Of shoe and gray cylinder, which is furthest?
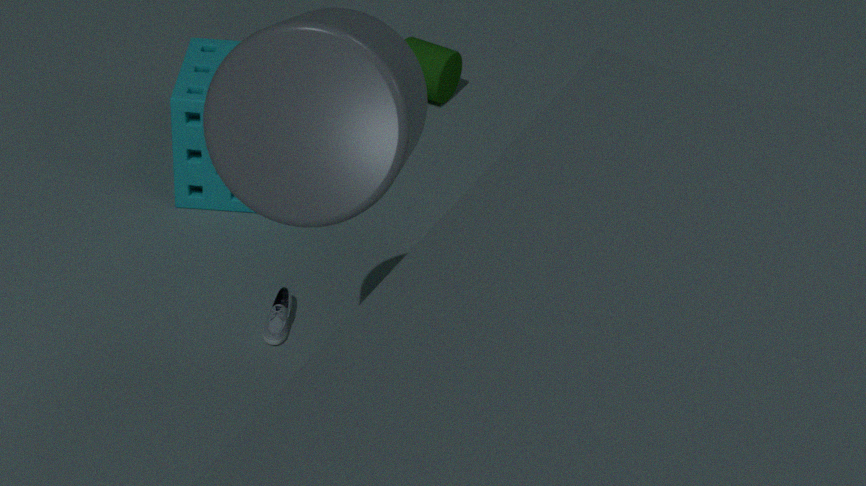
shoe
